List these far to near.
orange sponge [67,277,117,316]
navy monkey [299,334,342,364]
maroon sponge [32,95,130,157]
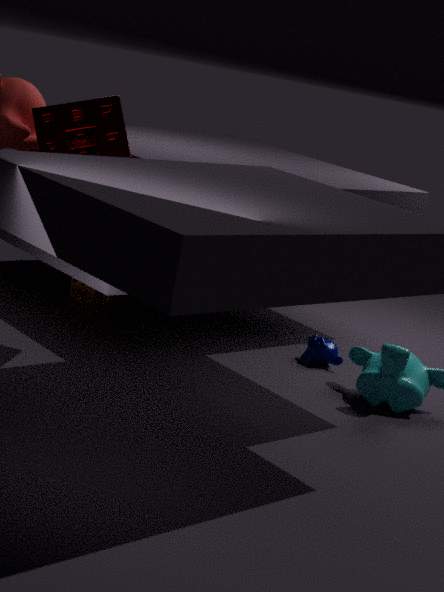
orange sponge [67,277,117,316], navy monkey [299,334,342,364], maroon sponge [32,95,130,157]
